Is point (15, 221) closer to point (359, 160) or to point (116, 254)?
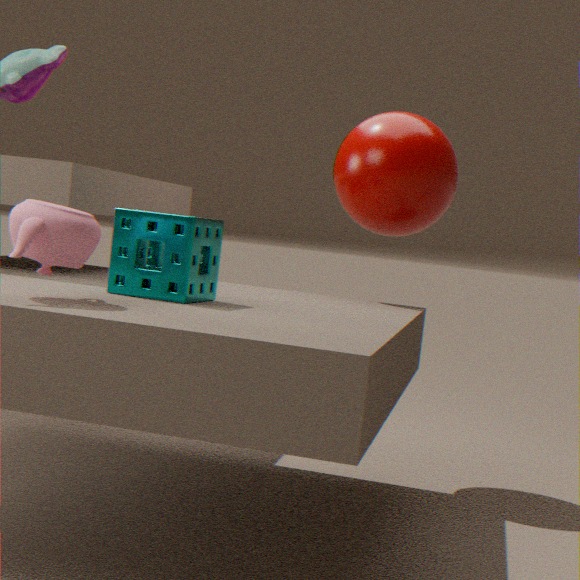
point (116, 254)
